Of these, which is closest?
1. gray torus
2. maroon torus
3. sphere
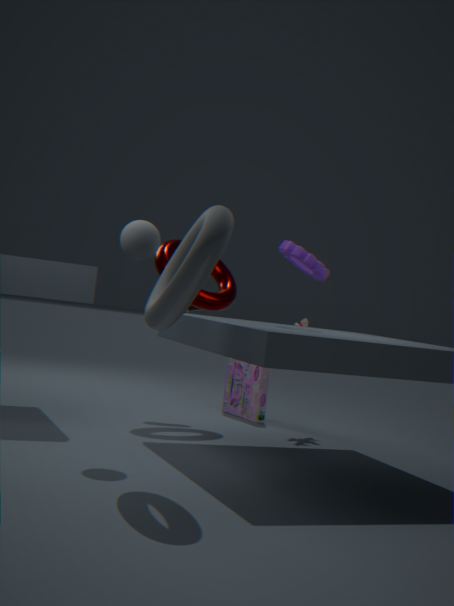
gray torus
